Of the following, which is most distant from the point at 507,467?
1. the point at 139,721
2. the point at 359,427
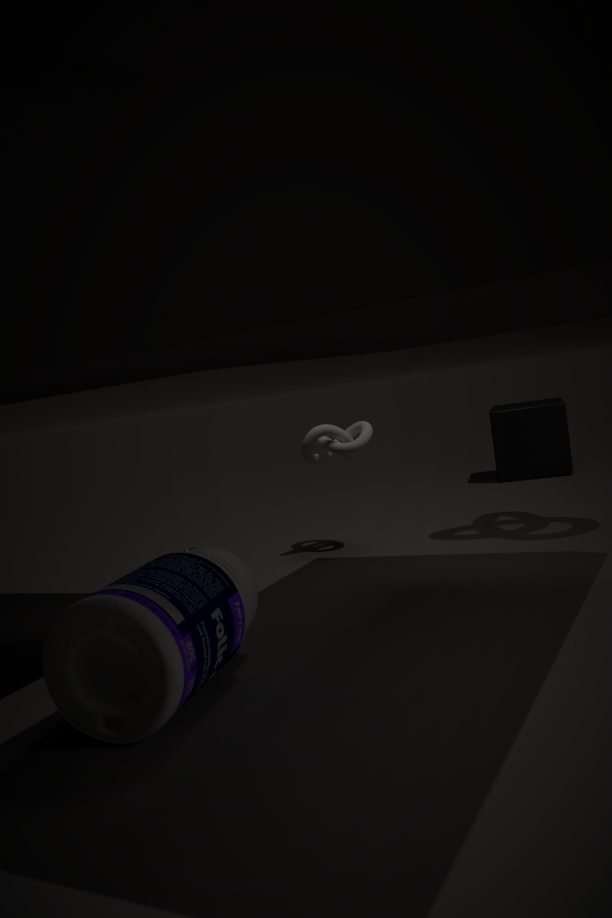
the point at 139,721
